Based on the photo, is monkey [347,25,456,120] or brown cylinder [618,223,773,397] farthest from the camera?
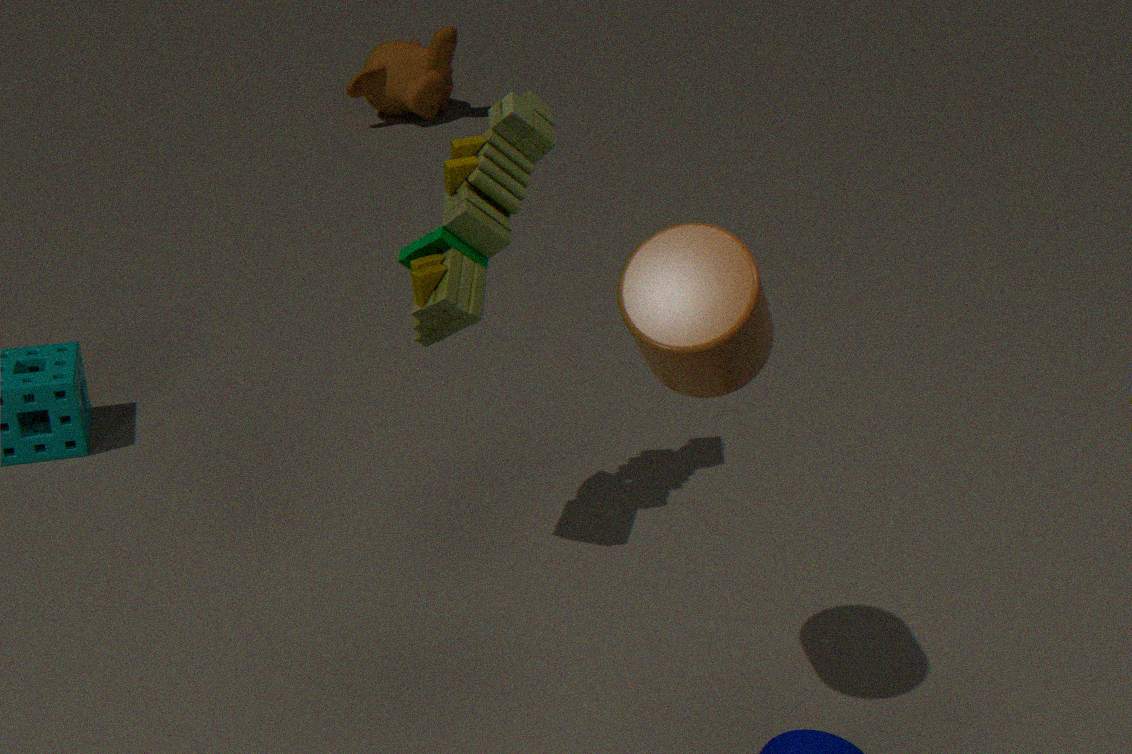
monkey [347,25,456,120]
